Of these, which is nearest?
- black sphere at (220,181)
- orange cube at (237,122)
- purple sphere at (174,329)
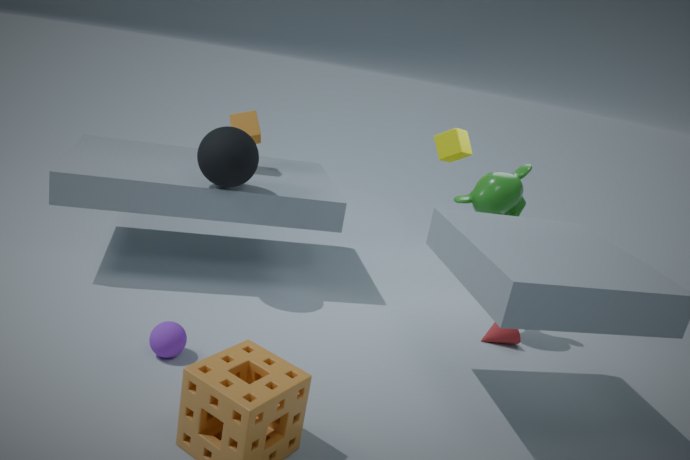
purple sphere at (174,329)
